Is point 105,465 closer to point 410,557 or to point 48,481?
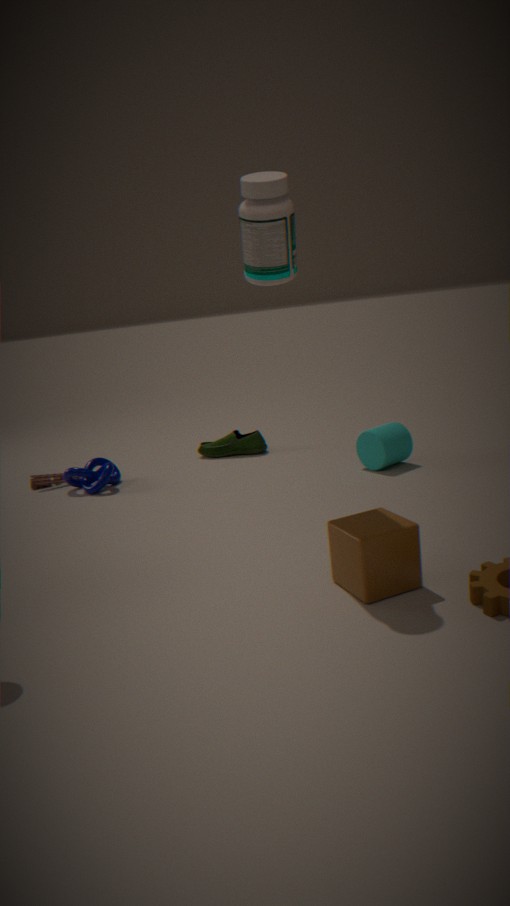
point 48,481
